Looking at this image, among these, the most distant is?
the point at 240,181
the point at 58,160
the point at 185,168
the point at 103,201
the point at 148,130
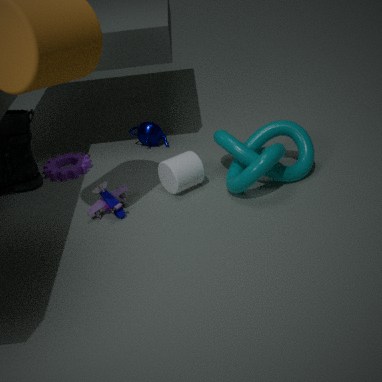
the point at 148,130
